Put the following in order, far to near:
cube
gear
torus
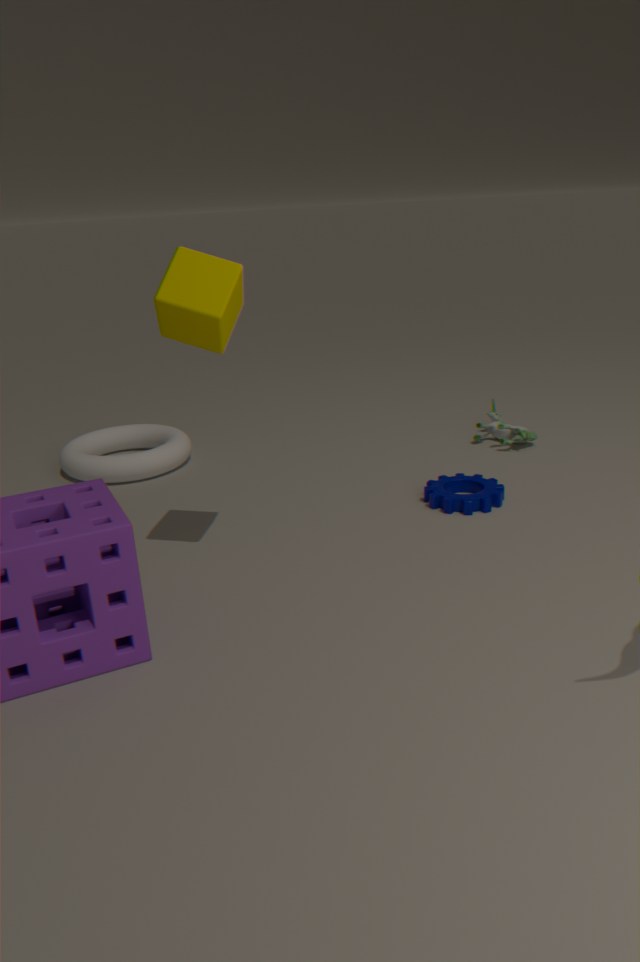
torus → gear → cube
